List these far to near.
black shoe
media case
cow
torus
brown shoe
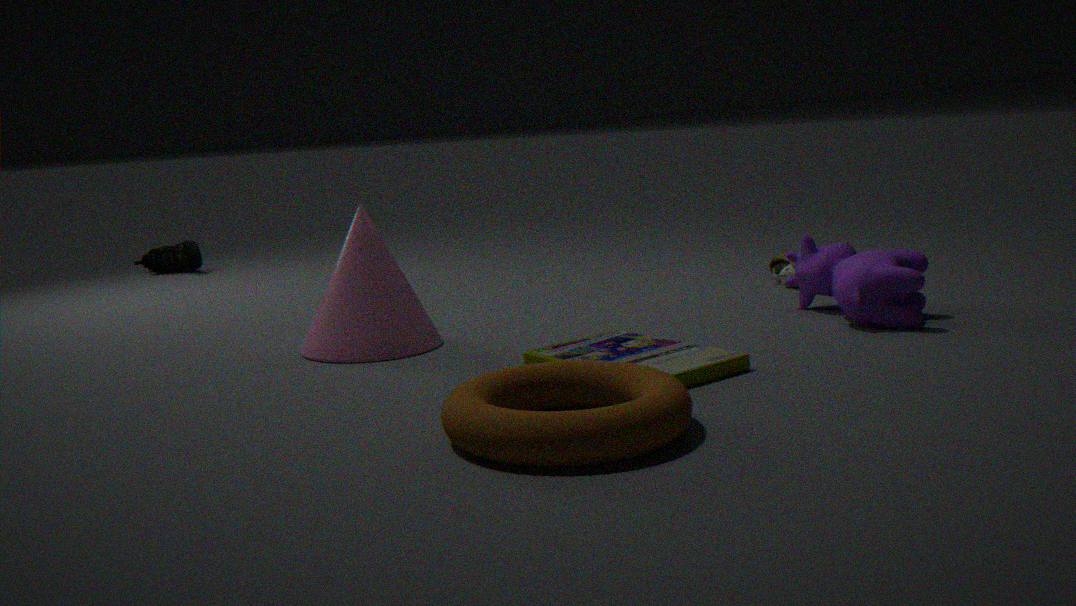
black shoe < brown shoe < cow < media case < torus
